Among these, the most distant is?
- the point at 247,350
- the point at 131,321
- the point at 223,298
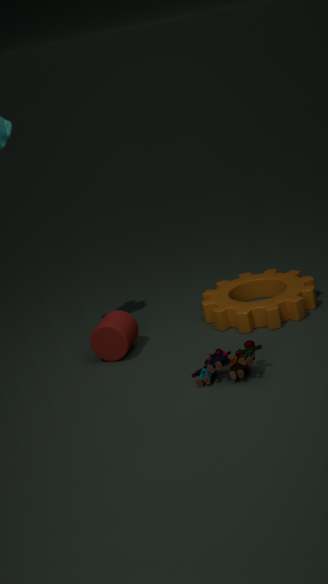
the point at 223,298
